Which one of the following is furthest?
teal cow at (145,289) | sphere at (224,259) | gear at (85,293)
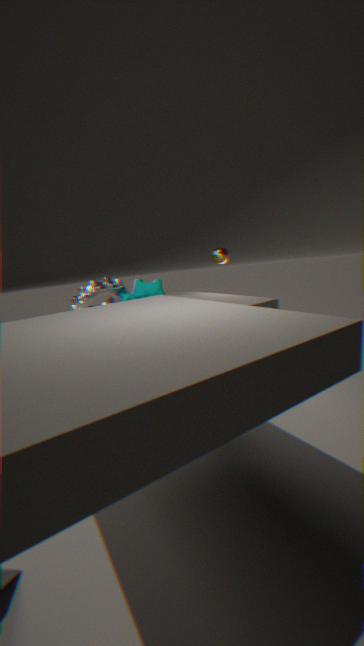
sphere at (224,259)
